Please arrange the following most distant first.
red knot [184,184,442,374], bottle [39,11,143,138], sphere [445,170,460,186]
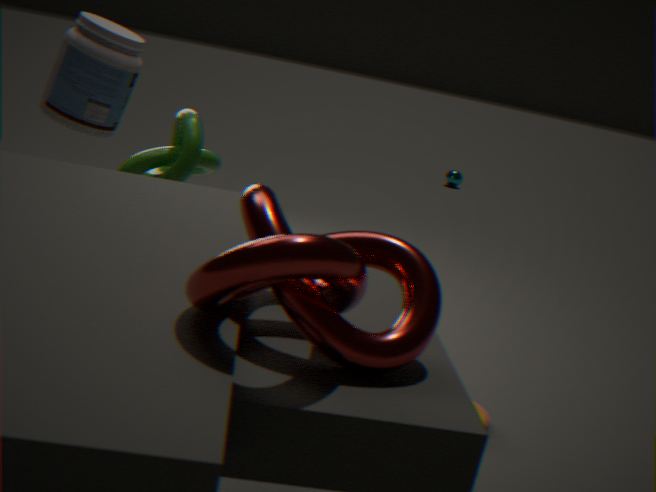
Answer: sphere [445,170,460,186], bottle [39,11,143,138], red knot [184,184,442,374]
